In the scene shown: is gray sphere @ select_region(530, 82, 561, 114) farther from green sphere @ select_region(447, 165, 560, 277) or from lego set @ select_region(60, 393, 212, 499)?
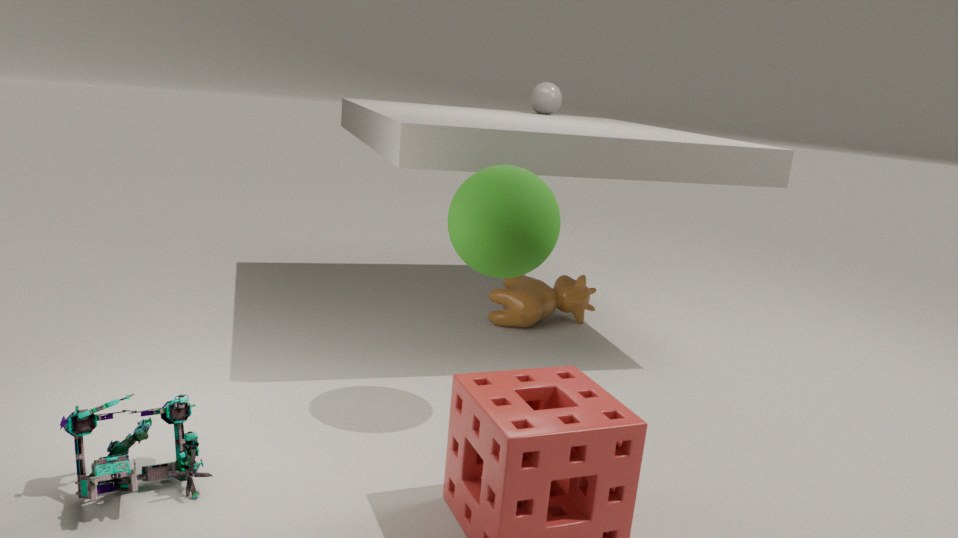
lego set @ select_region(60, 393, 212, 499)
